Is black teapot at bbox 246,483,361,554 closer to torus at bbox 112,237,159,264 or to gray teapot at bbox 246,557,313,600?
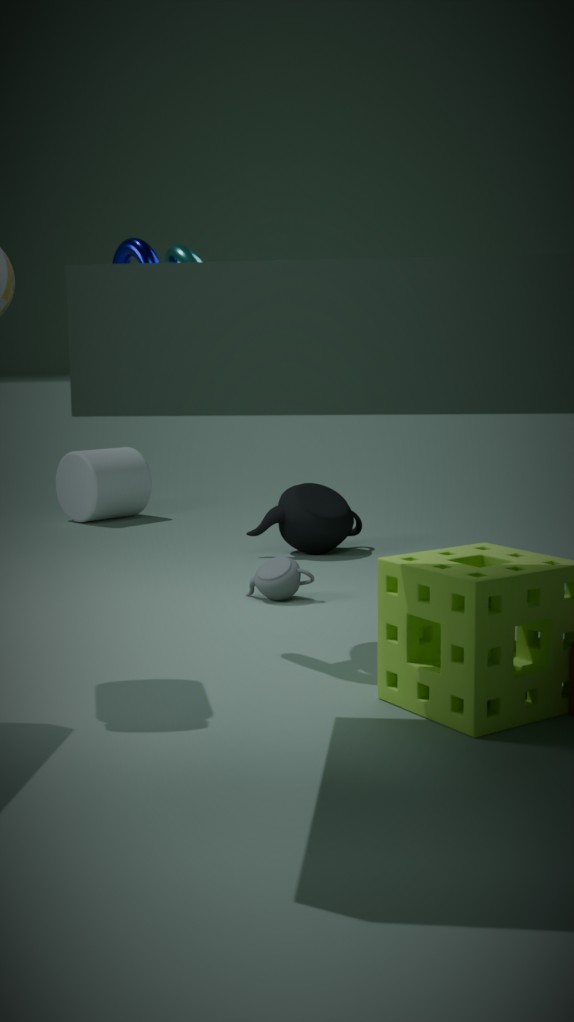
gray teapot at bbox 246,557,313,600
